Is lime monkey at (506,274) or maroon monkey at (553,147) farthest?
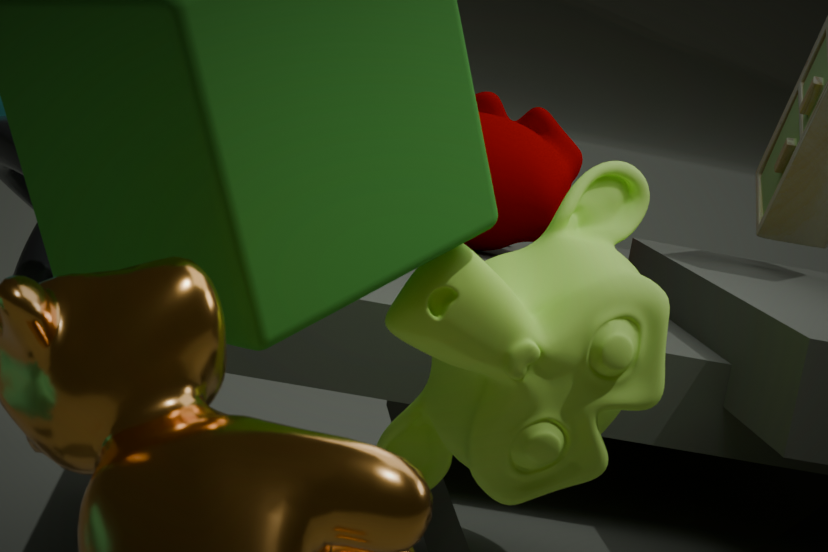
maroon monkey at (553,147)
